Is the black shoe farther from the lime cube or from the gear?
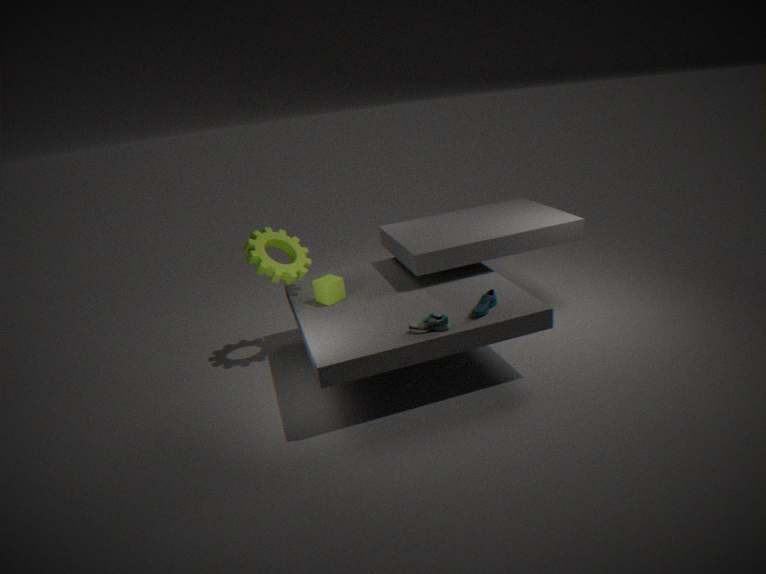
the gear
